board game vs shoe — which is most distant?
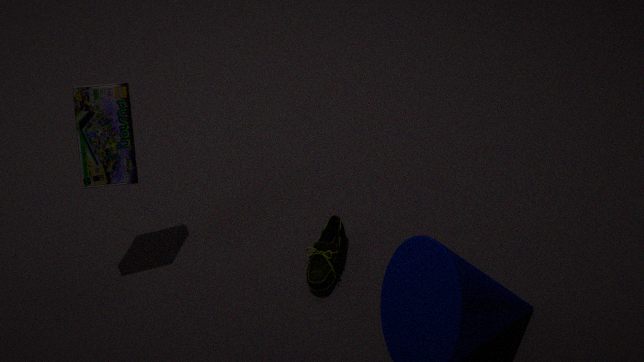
board game
